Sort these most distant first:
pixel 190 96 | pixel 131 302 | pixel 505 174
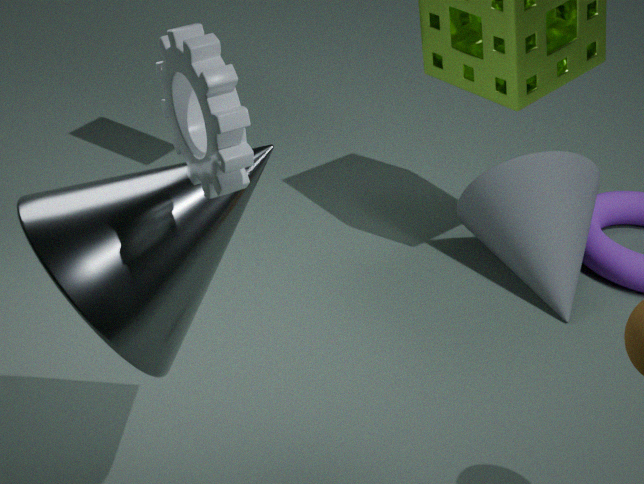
pixel 505 174 < pixel 131 302 < pixel 190 96
